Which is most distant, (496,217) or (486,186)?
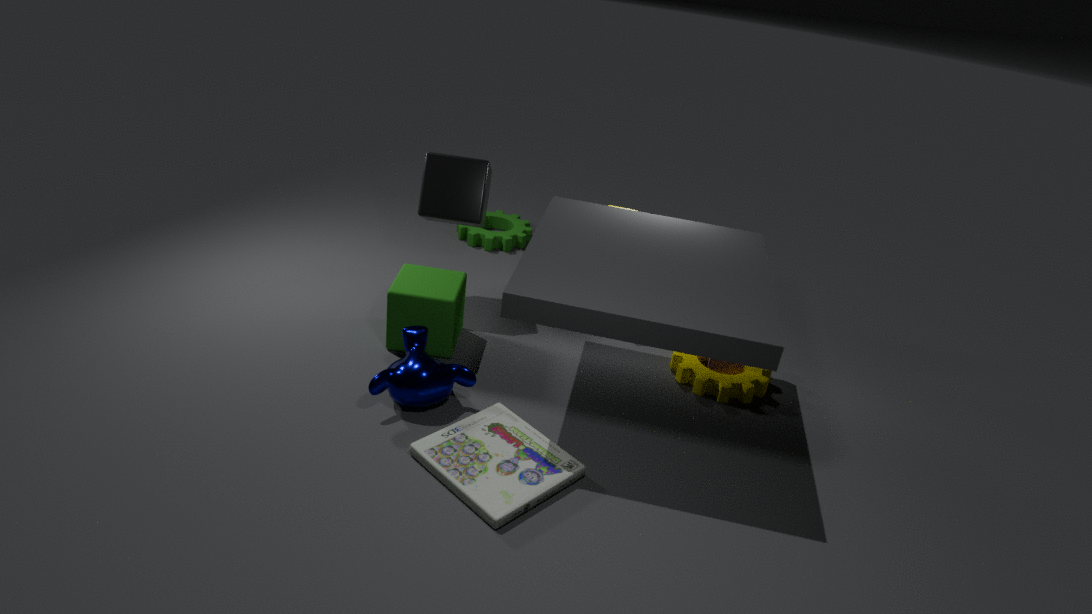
(496,217)
